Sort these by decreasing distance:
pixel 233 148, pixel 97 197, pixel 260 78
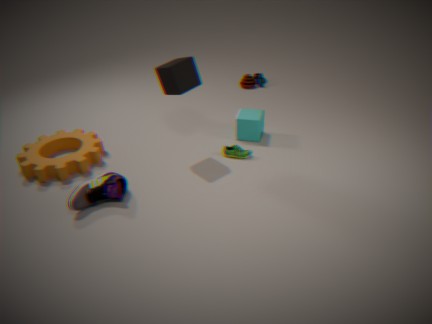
pixel 260 78, pixel 233 148, pixel 97 197
